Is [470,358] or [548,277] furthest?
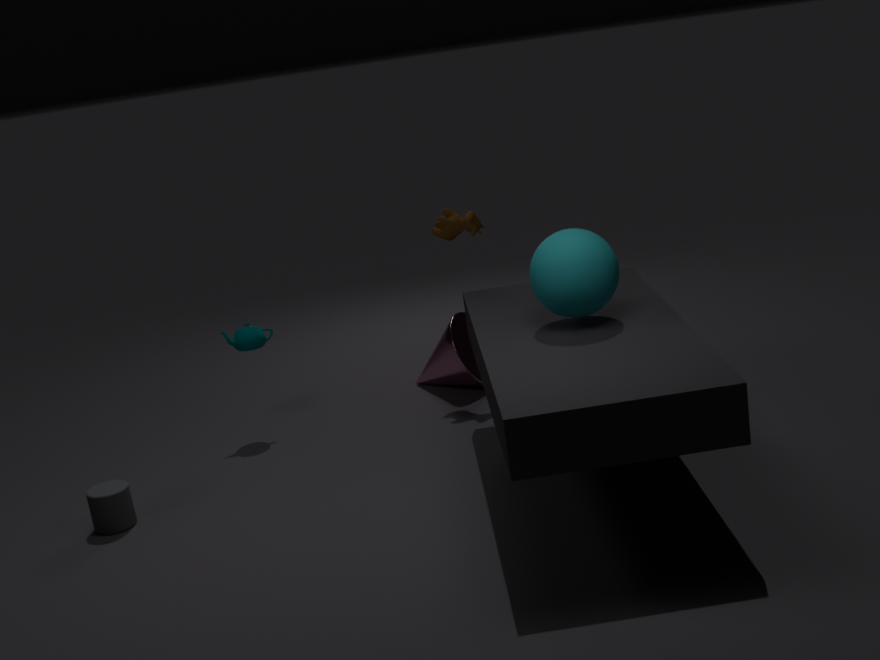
[470,358]
